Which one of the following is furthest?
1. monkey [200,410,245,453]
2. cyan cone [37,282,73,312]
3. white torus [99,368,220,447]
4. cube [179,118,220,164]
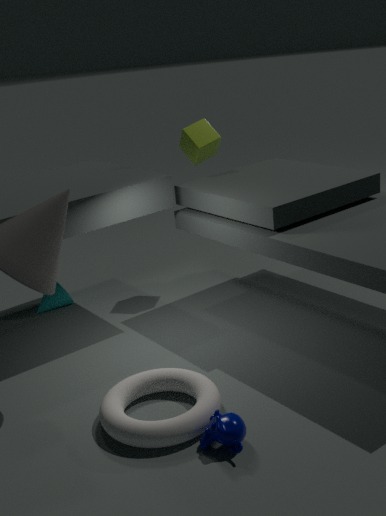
cyan cone [37,282,73,312]
